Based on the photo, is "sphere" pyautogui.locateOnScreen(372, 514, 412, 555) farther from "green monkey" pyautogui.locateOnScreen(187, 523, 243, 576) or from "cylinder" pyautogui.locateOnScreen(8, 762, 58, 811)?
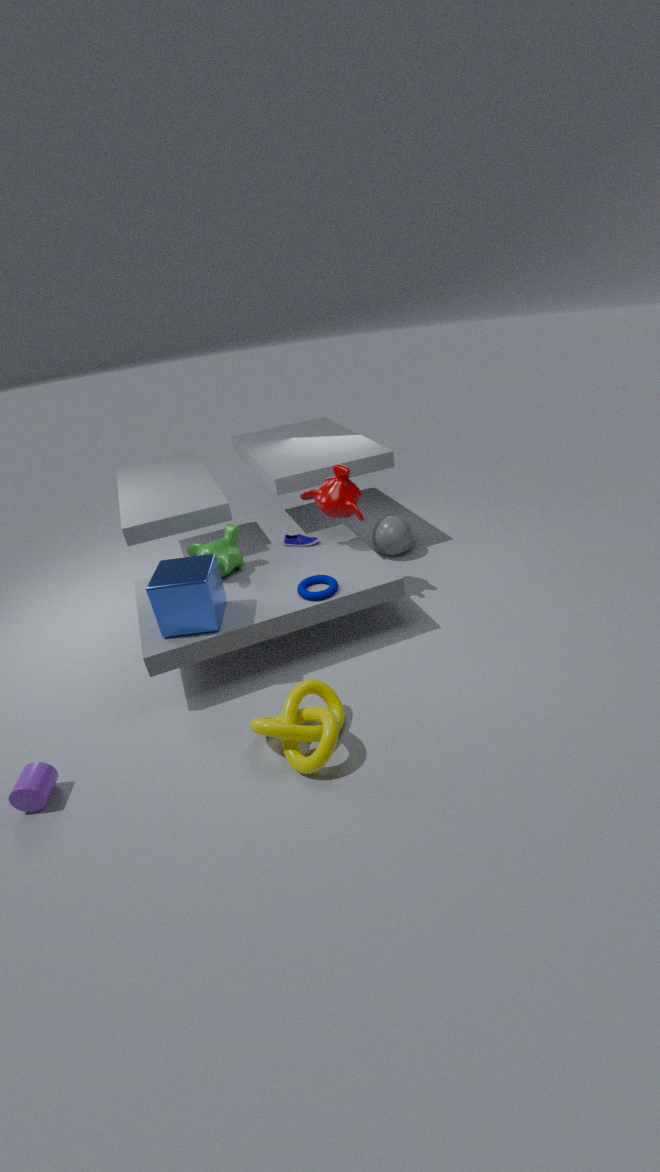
"cylinder" pyautogui.locateOnScreen(8, 762, 58, 811)
